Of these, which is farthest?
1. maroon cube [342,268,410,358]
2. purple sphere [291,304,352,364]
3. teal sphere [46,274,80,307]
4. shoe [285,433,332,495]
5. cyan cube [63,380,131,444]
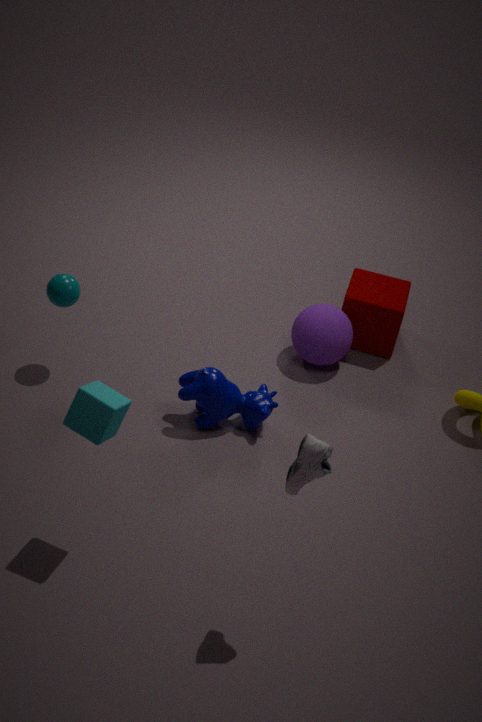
maroon cube [342,268,410,358]
